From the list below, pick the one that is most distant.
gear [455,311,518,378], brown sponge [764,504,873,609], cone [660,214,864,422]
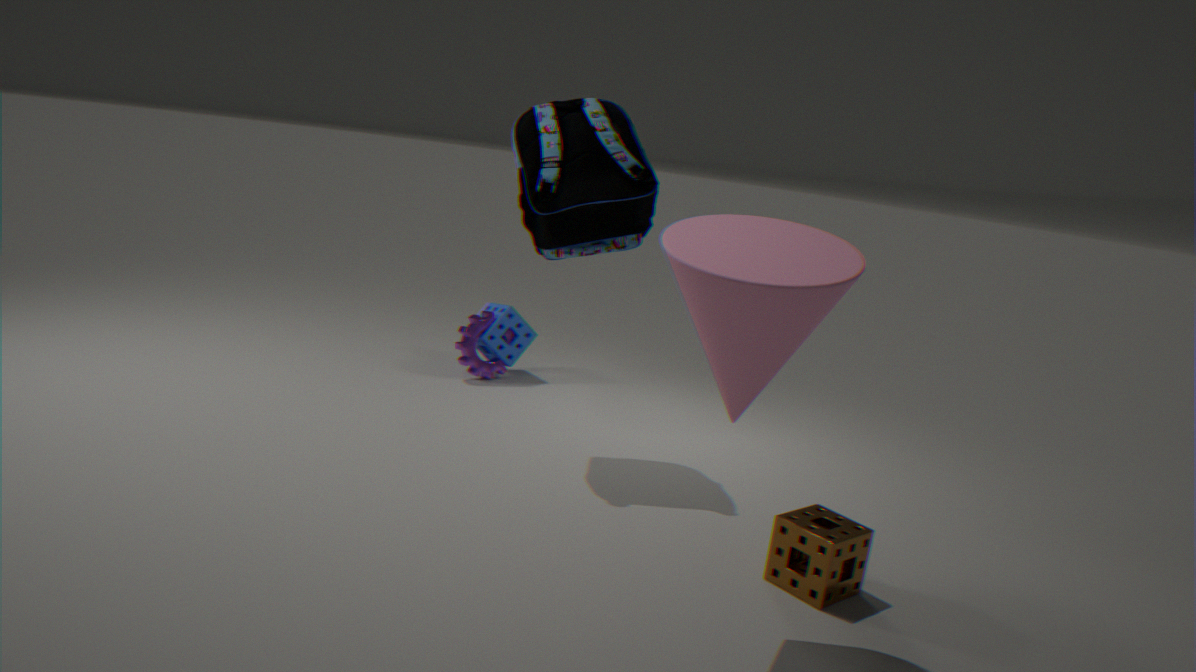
gear [455,311,518,378]
